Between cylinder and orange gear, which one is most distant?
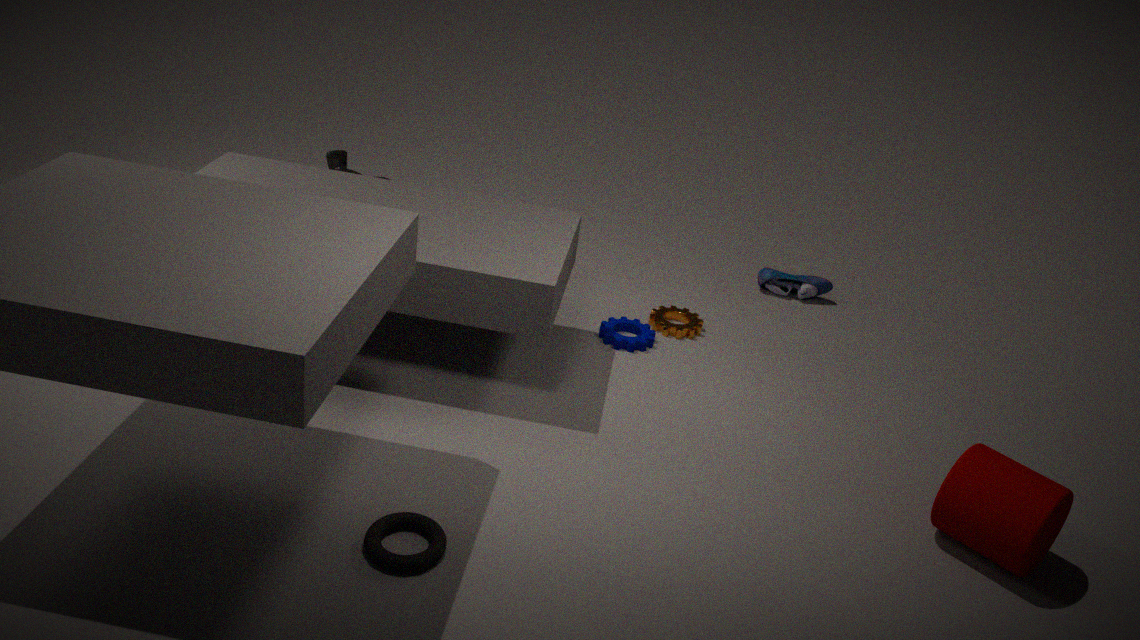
orange gear
